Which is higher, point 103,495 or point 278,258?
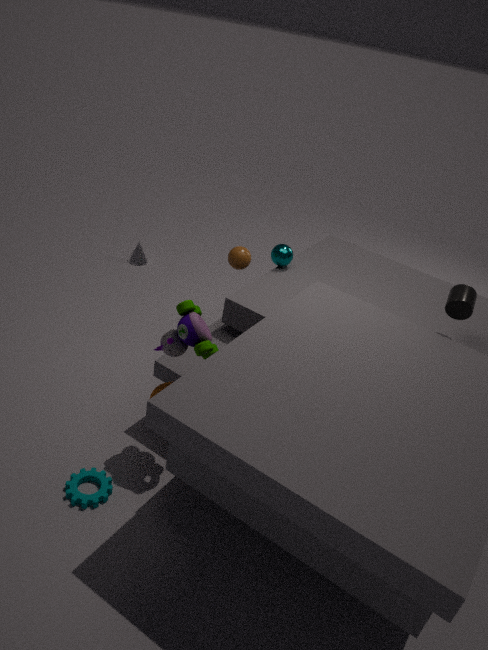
point 278,258
